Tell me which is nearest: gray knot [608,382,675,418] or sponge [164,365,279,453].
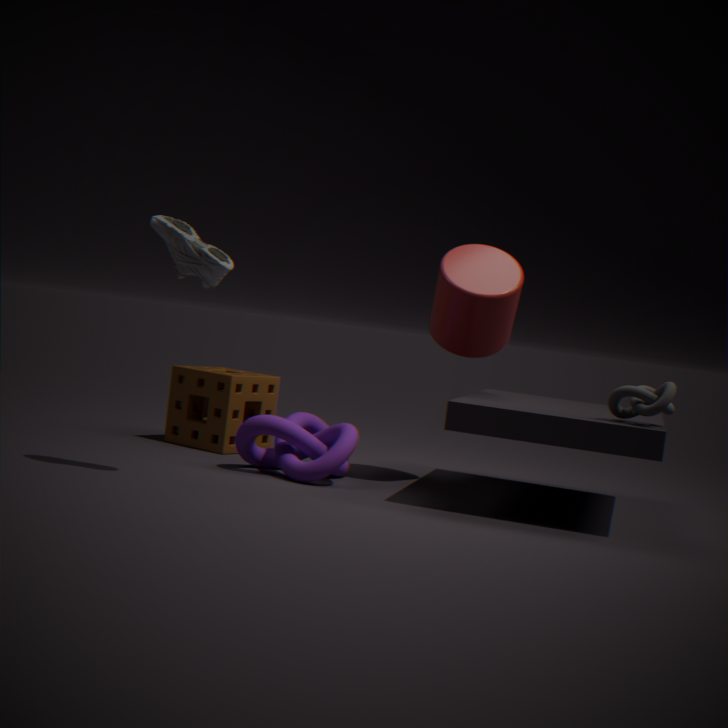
gray knot [608,382,675,418]
